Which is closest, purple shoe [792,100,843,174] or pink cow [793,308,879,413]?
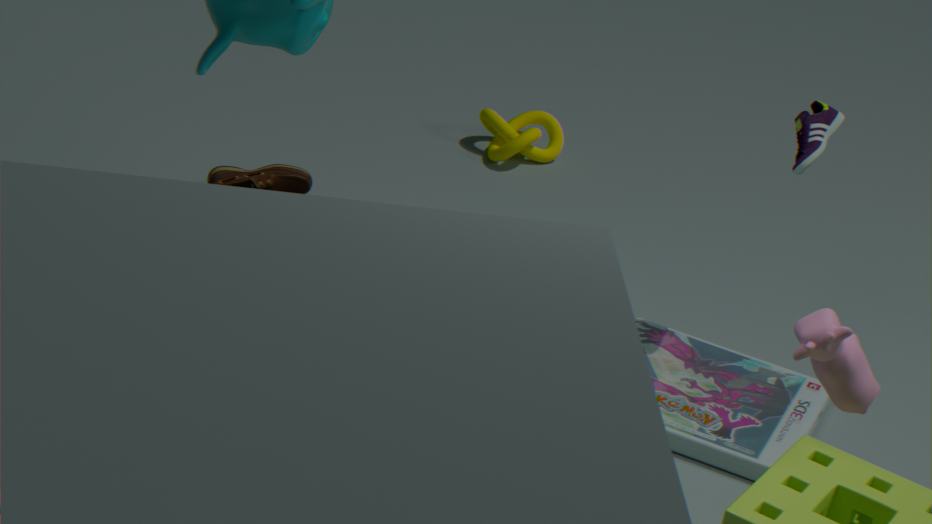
pink cow [793,308,879,413]
